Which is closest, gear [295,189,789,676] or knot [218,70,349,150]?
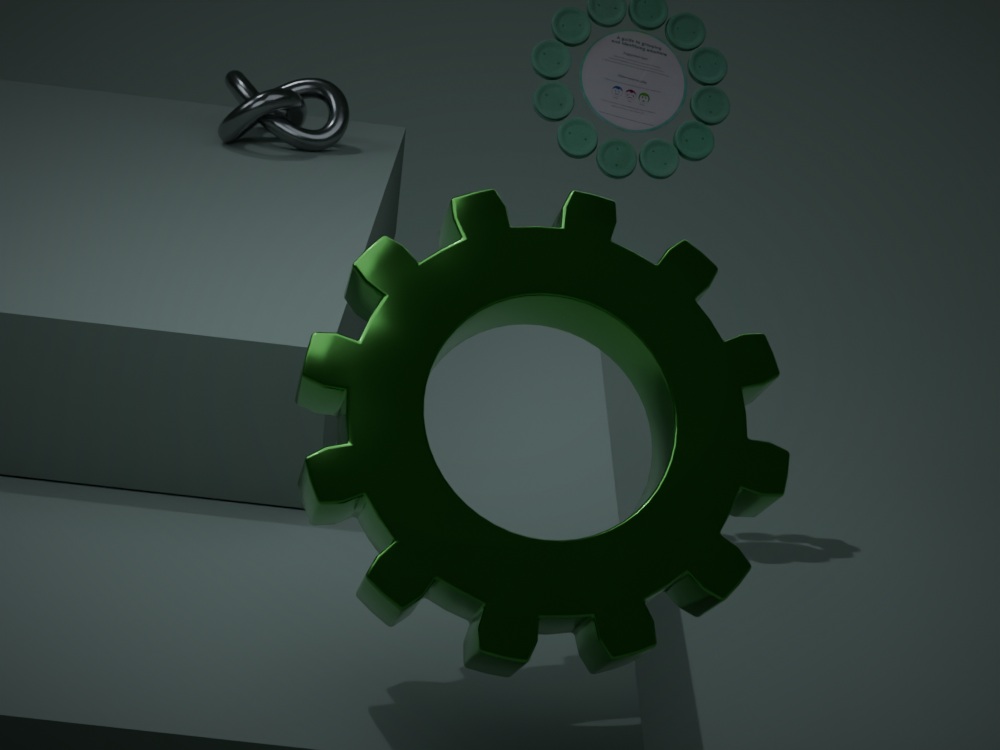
gear [295,189,789,676]
